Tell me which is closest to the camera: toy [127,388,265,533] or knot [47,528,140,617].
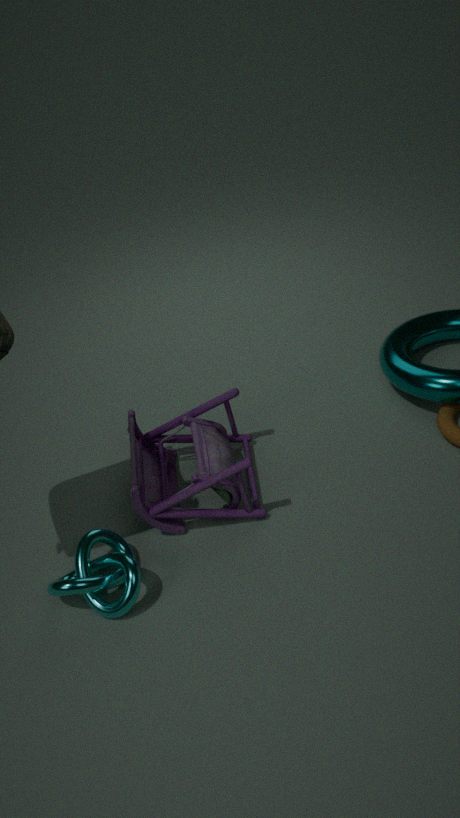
knot [47,528,140,617]
